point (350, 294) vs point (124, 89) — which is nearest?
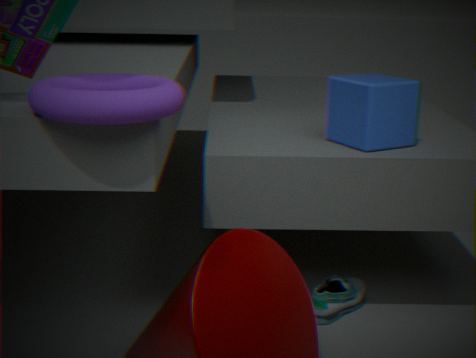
point (124, 89)
